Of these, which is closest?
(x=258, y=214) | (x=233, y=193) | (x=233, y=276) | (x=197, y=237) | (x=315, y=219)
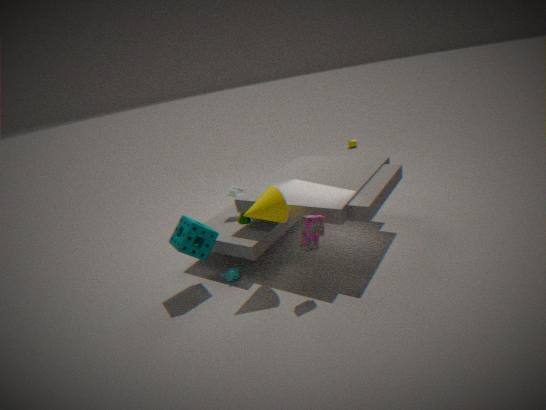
(x=315, y=219)
